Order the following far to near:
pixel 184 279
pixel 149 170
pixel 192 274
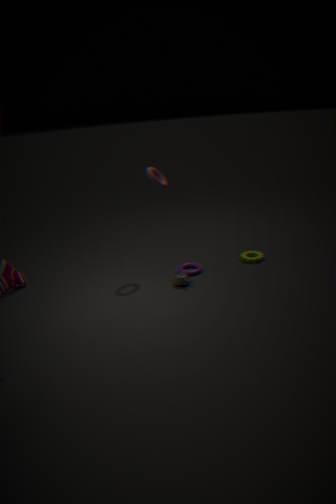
pixel 192 274, pixel 184 279, pixel 149 170
